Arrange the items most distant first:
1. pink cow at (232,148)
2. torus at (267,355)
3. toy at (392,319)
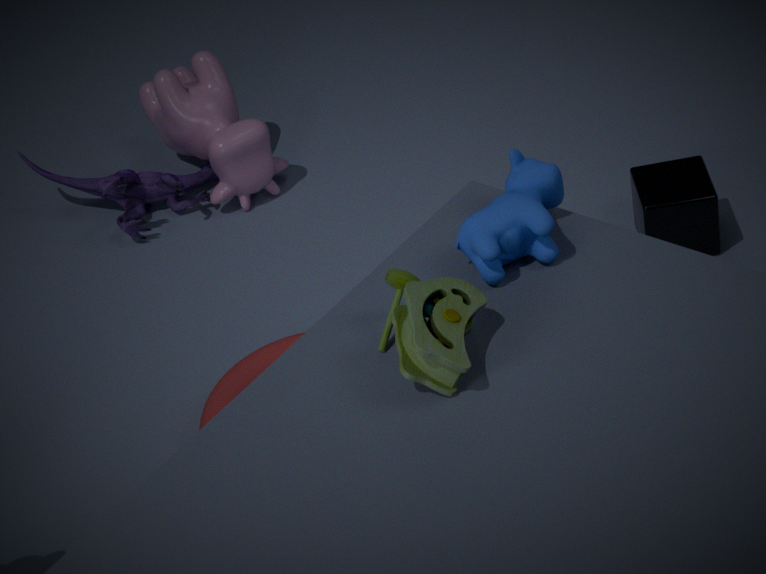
pink cow at (232,148) → torus at (267,355) → toy at (392,319)
